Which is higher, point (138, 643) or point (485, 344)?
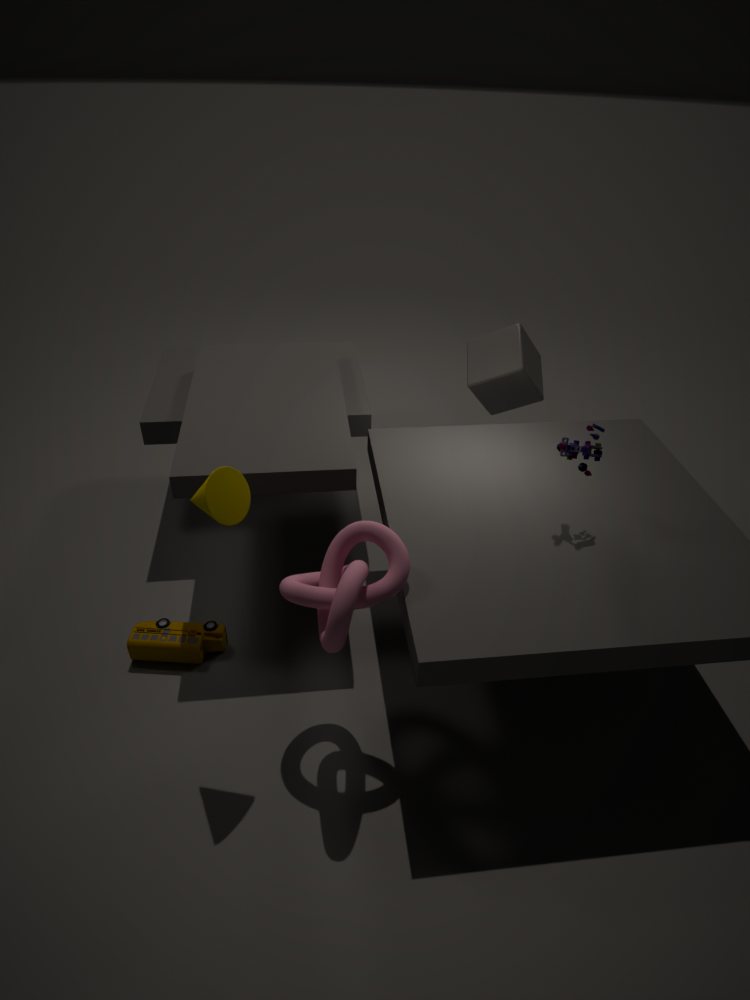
point (485, 344)
